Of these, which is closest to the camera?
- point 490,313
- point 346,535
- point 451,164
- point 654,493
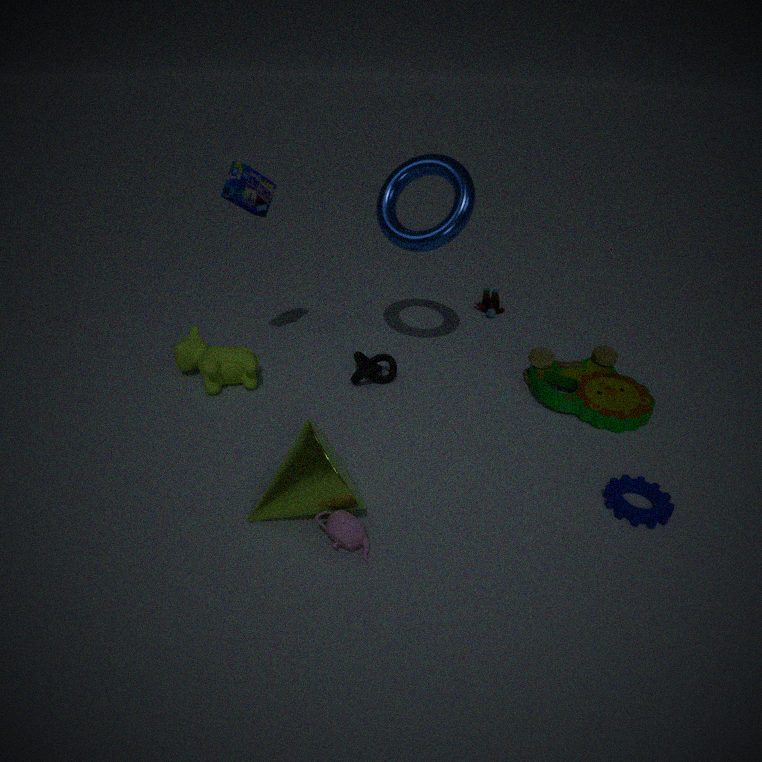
point 346,535
